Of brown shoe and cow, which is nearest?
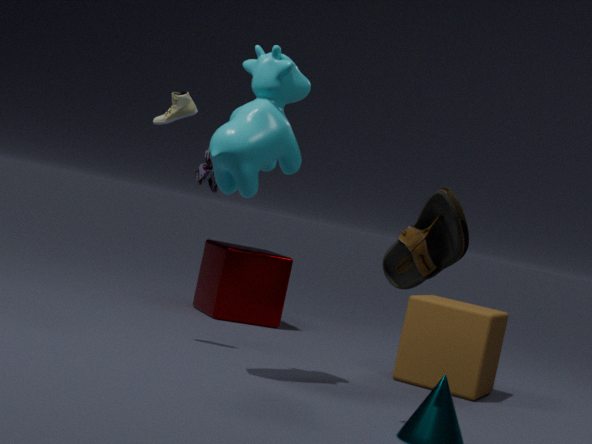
brown shoe
